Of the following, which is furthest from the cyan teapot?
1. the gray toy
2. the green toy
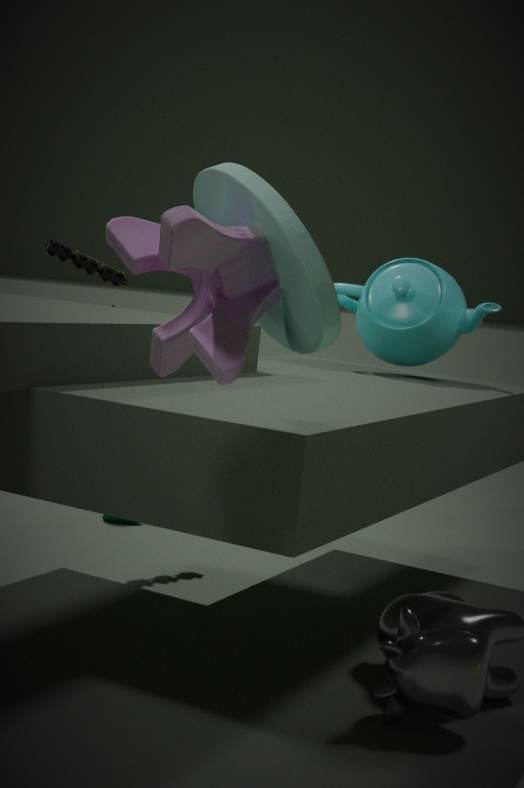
the gray toy
